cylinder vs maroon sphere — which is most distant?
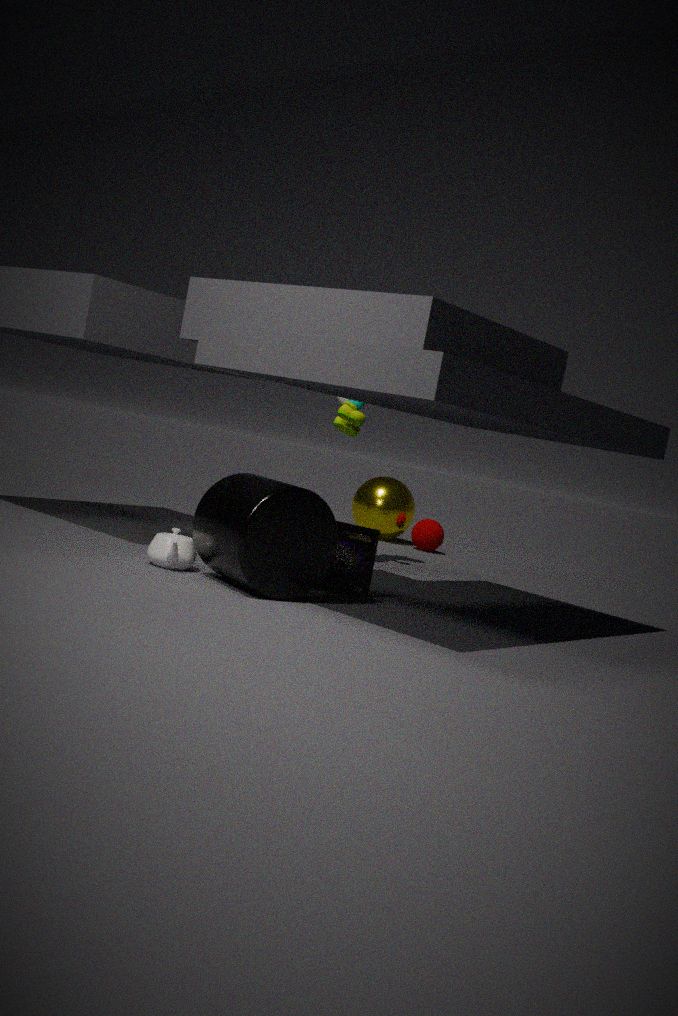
maroon sphere
